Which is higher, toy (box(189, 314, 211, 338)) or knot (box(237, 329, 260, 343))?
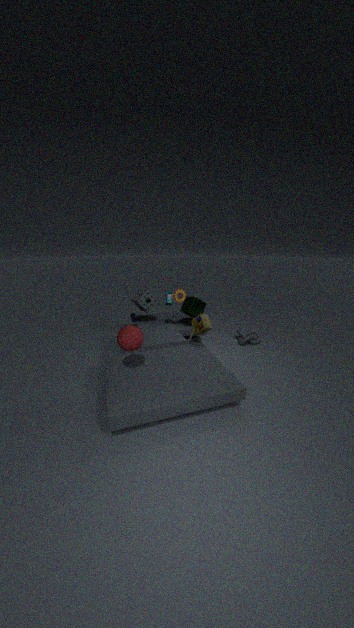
toy (box(189, 314, 211, 338))
